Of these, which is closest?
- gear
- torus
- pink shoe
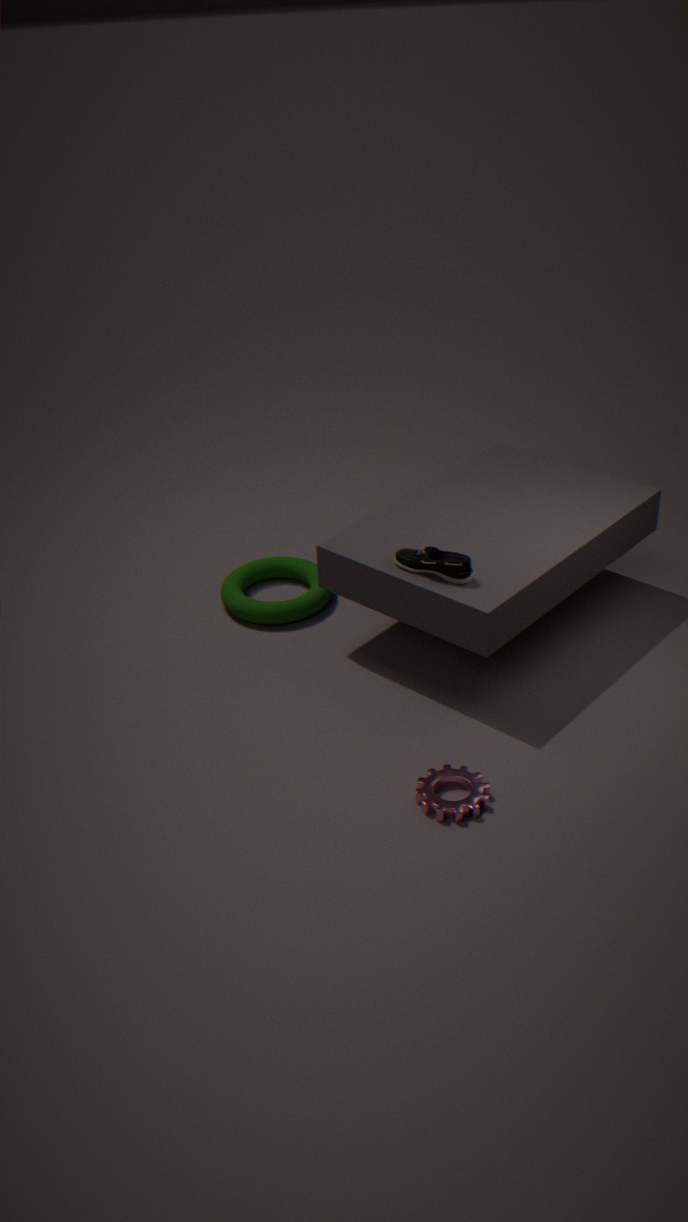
gear
